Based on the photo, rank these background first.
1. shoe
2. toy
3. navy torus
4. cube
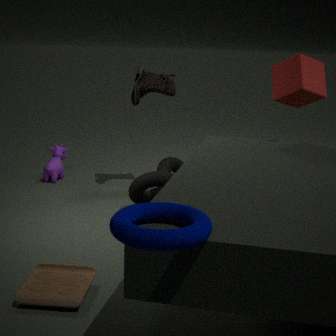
shoe → cube → toy → navy torus
